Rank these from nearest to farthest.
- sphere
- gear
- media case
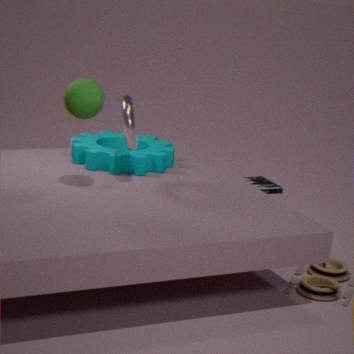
sphere, gear, media case
